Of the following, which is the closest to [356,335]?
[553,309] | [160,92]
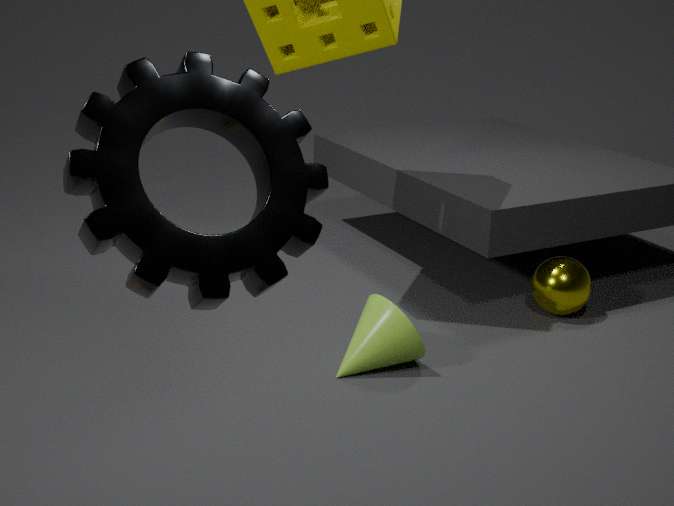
[553,309]
